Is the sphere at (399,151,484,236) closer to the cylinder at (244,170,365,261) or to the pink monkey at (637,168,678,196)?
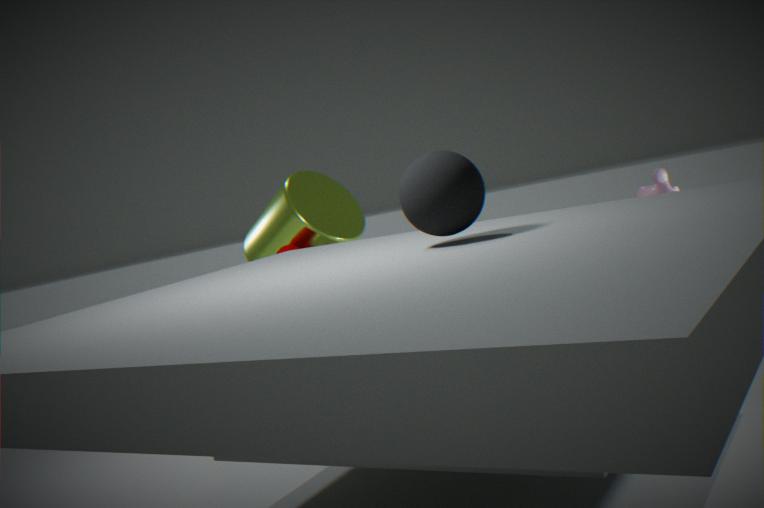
the pink monkey at (637,168,678,196)
